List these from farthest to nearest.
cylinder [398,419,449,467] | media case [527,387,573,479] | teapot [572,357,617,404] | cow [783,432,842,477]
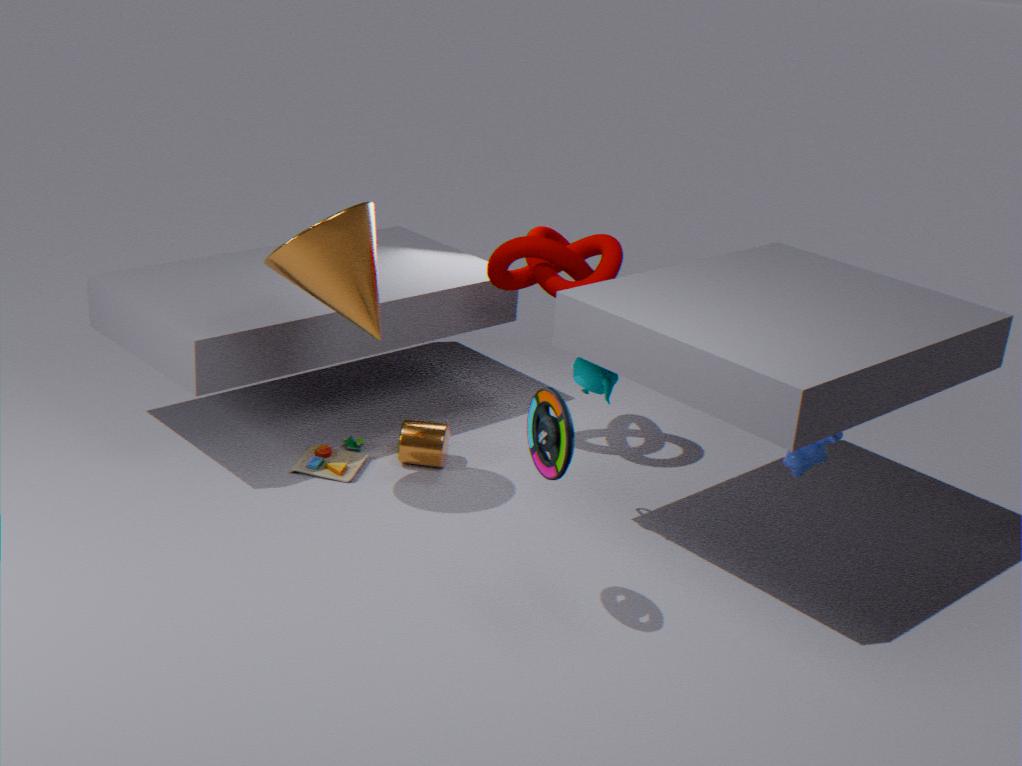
1. cylinder [398,419,449,467]
2. cow [783,432,842,477]
3. teapot [572,357,617,404]
4. media case [527,387,573,479]
